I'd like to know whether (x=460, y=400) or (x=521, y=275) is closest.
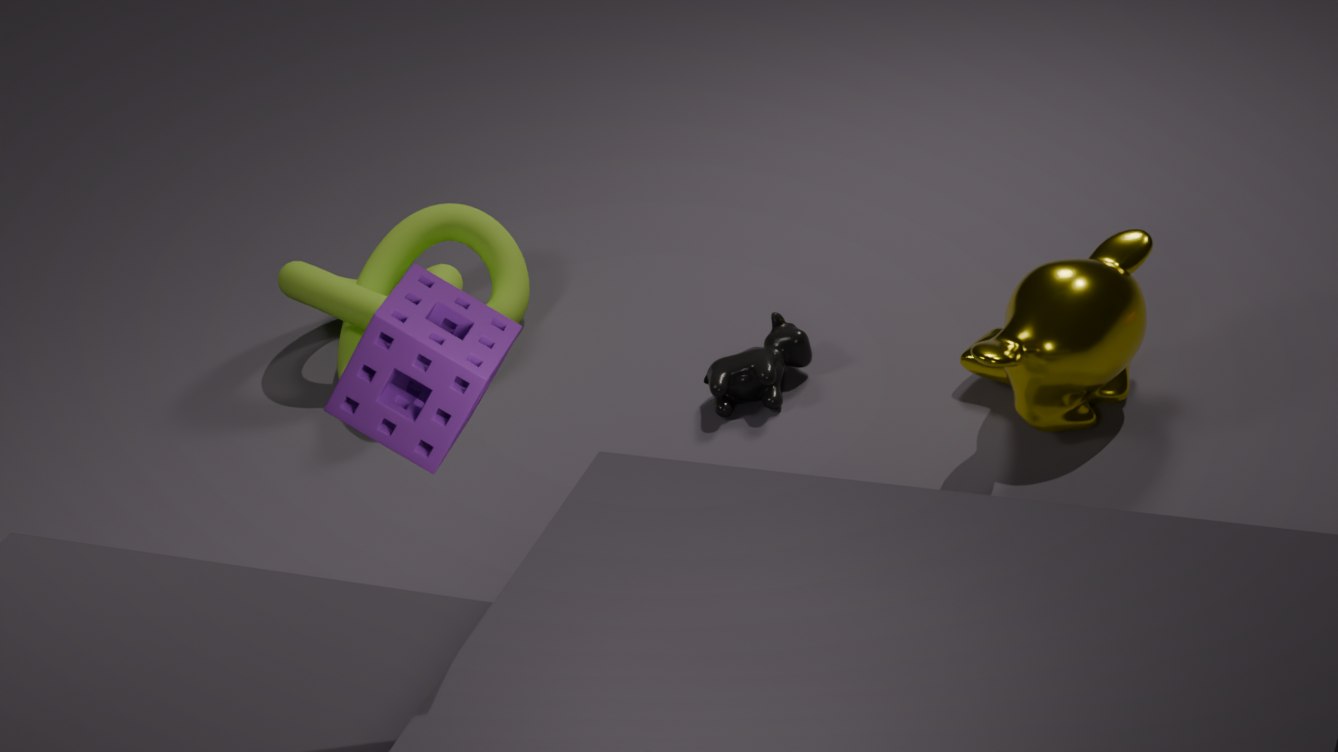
(x=460, y=400)
